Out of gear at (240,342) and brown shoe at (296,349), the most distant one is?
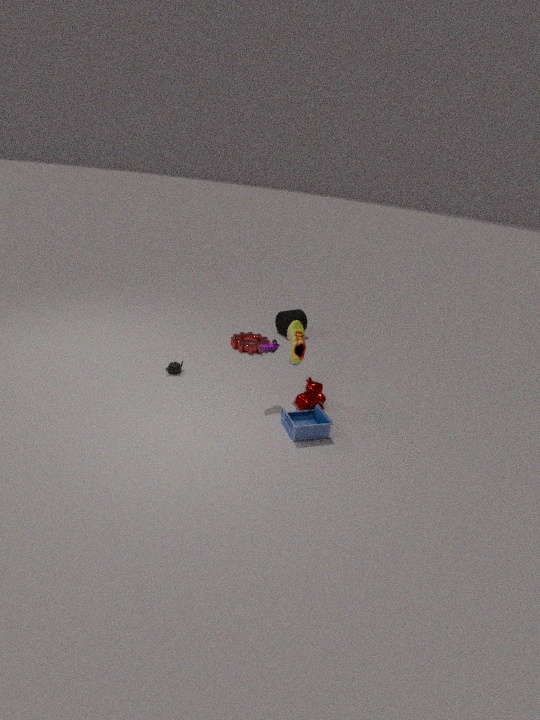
gear at (240,342)
